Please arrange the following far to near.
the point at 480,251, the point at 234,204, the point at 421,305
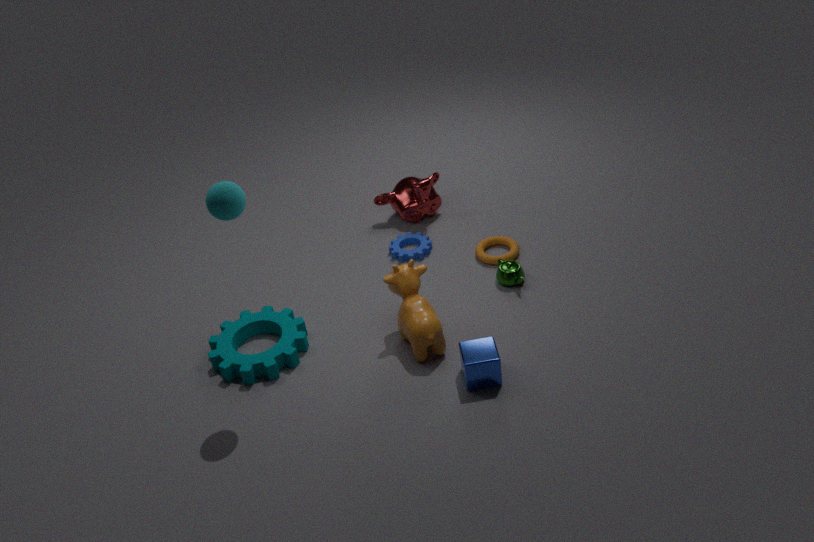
the point at 480,251 < the point at 421,305 < the point at 234,204
